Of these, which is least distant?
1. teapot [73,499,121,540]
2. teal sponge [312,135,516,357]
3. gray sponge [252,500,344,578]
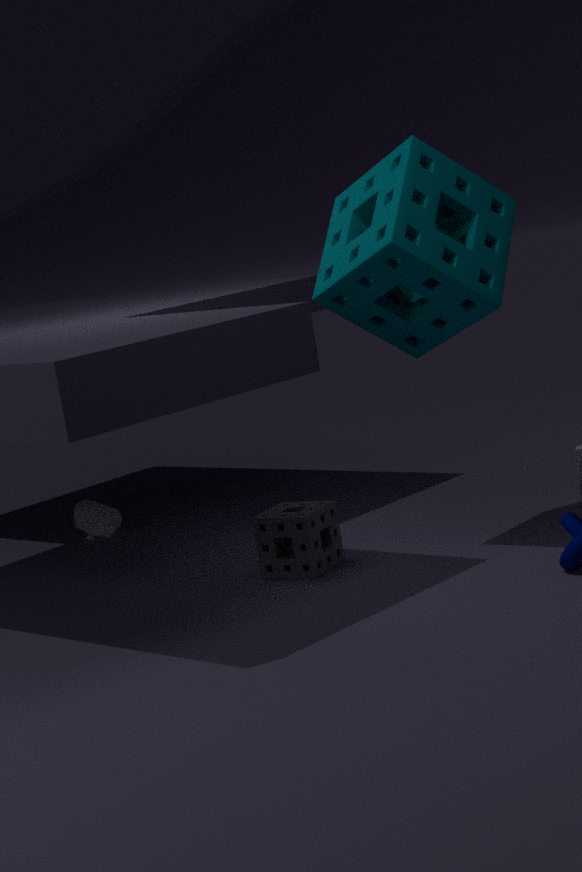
teal sponge [312,135,516,357]
